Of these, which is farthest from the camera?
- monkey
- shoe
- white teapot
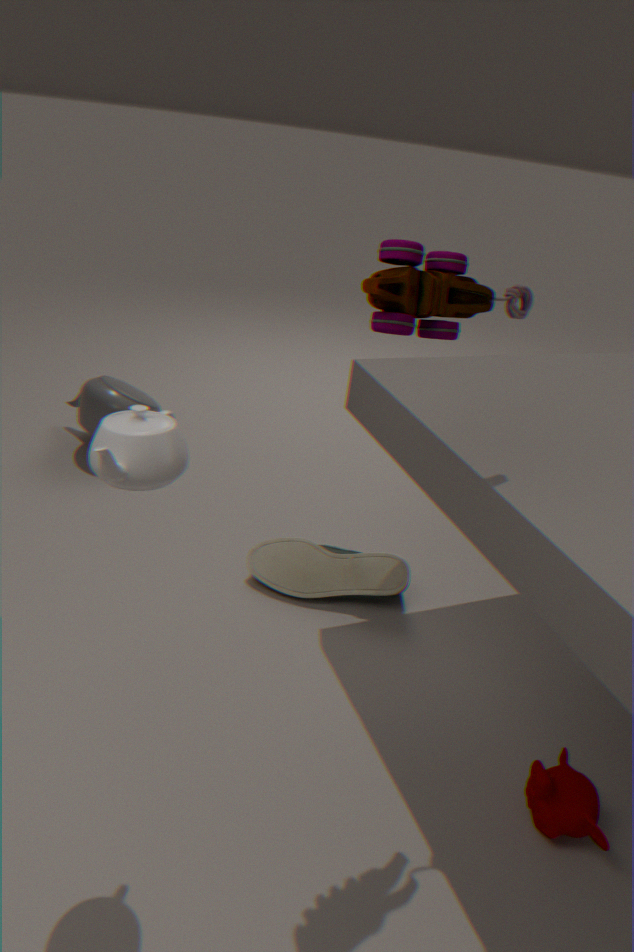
shoe
